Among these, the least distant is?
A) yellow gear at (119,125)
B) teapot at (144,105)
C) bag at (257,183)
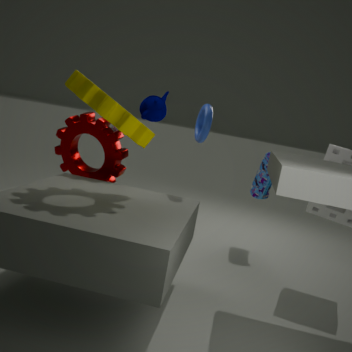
yellow gear at (119,125)
